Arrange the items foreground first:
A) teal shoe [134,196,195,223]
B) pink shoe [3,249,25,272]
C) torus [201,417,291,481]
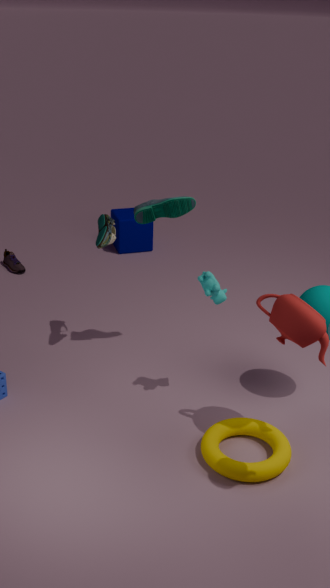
torus [201,417,291,481] < teal shoe [134,196,195,223] < pink shoe [3,249,25,272]
